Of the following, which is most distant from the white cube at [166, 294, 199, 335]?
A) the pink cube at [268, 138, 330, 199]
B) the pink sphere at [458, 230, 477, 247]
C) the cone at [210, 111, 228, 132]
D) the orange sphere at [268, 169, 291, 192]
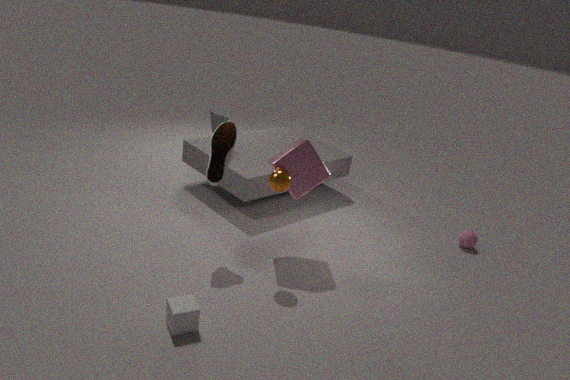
the pink sphere at [458, 230, 477, 247]
